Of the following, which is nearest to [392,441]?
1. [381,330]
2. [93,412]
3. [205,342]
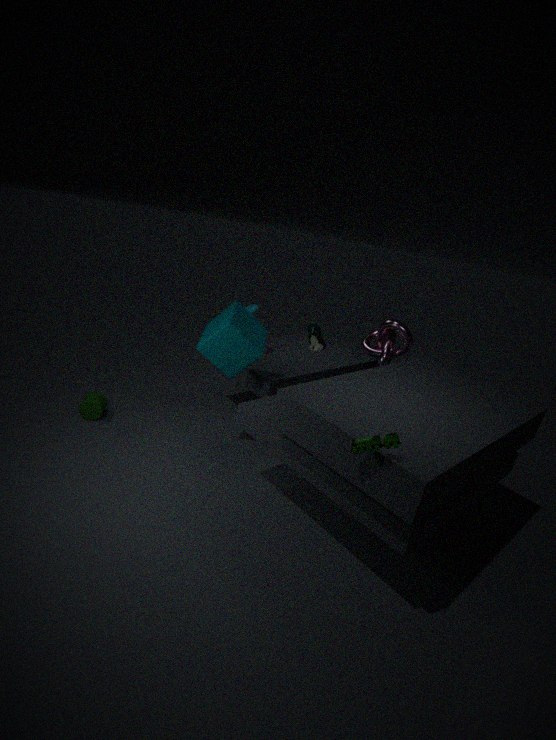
[205,342]
